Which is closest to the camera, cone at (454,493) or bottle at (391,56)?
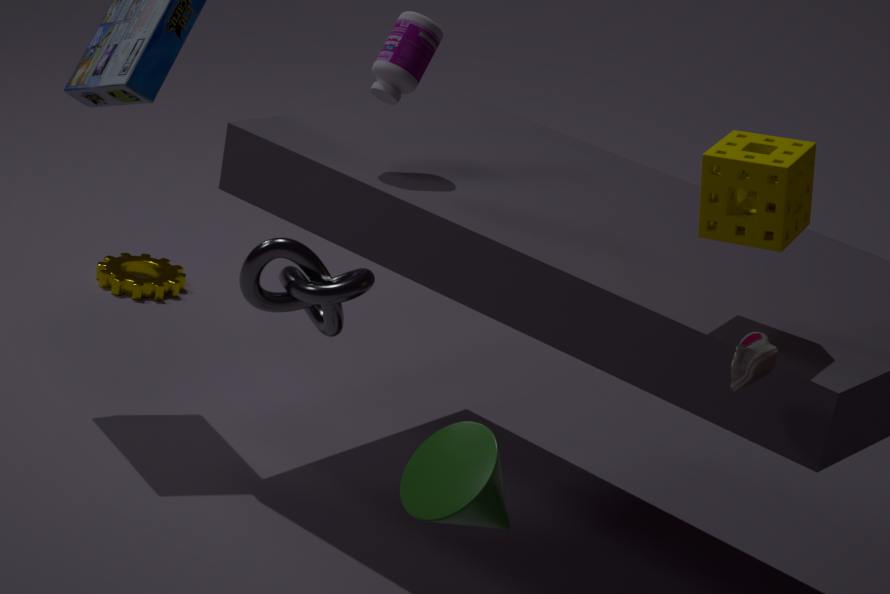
cone at (454,493)
